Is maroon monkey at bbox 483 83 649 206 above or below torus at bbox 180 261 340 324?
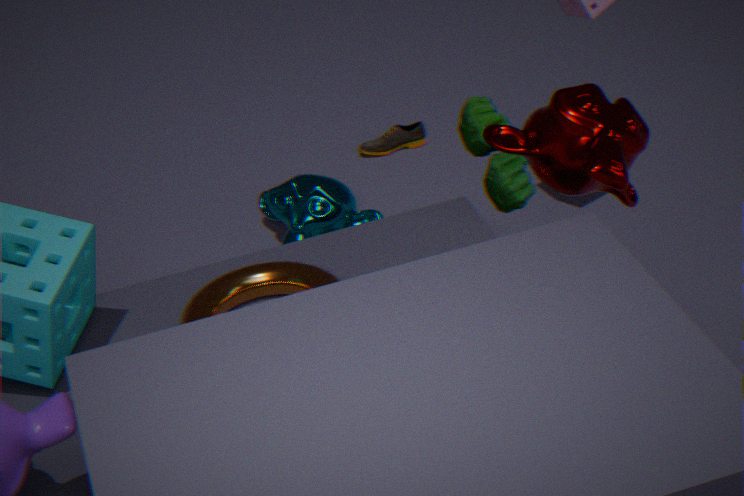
above
